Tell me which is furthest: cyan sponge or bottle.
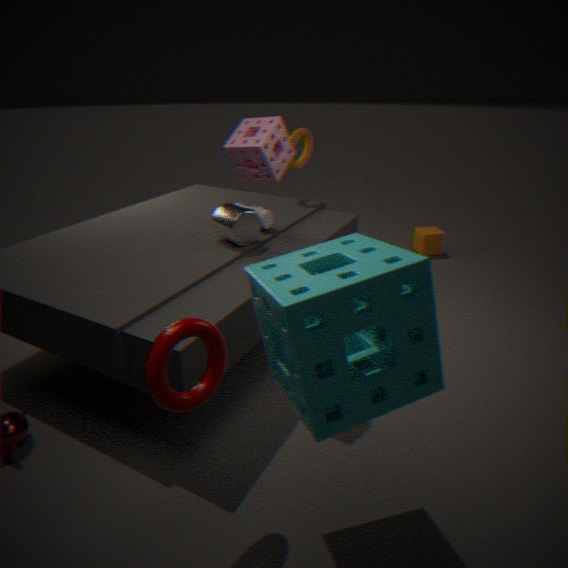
bottle
